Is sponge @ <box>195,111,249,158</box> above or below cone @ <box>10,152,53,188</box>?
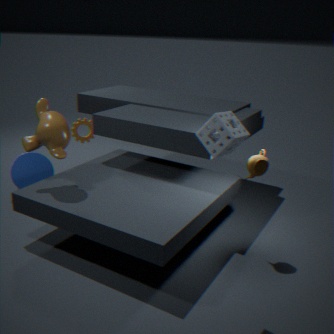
above
